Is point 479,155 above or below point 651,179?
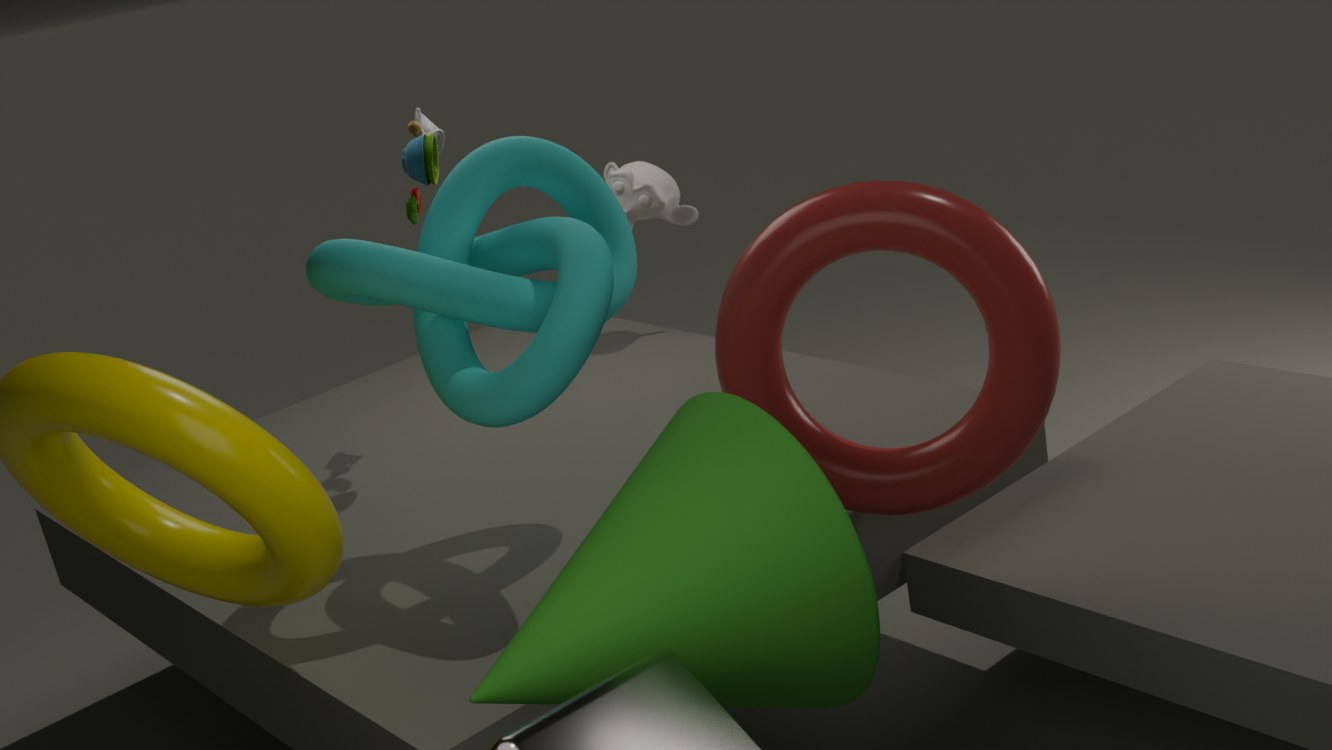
above
